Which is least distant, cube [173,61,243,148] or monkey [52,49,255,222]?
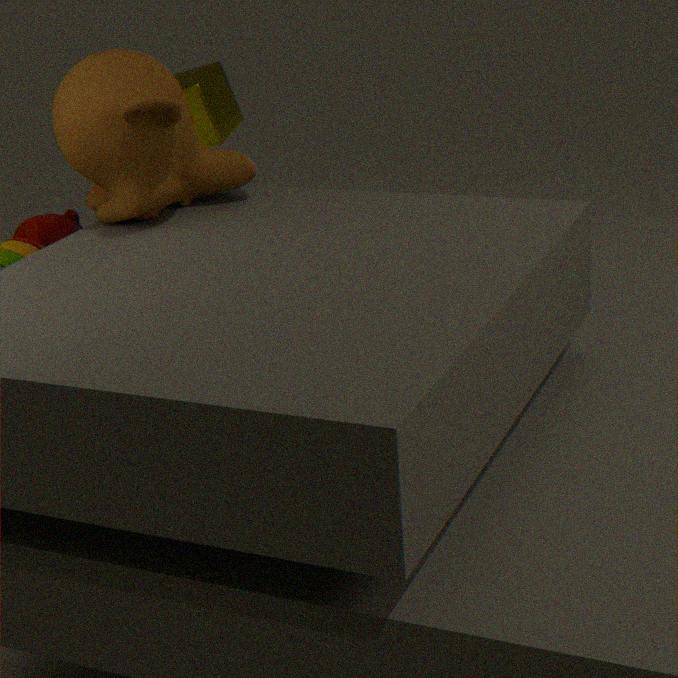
monkey [52,49,255,222]
